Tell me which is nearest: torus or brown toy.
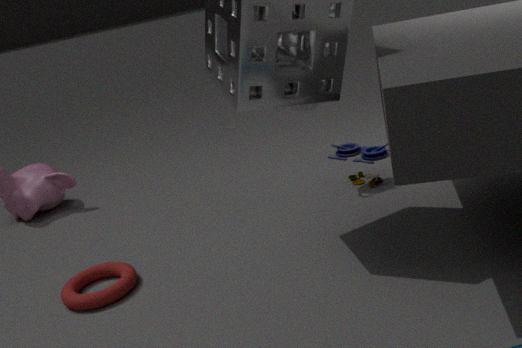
torus
